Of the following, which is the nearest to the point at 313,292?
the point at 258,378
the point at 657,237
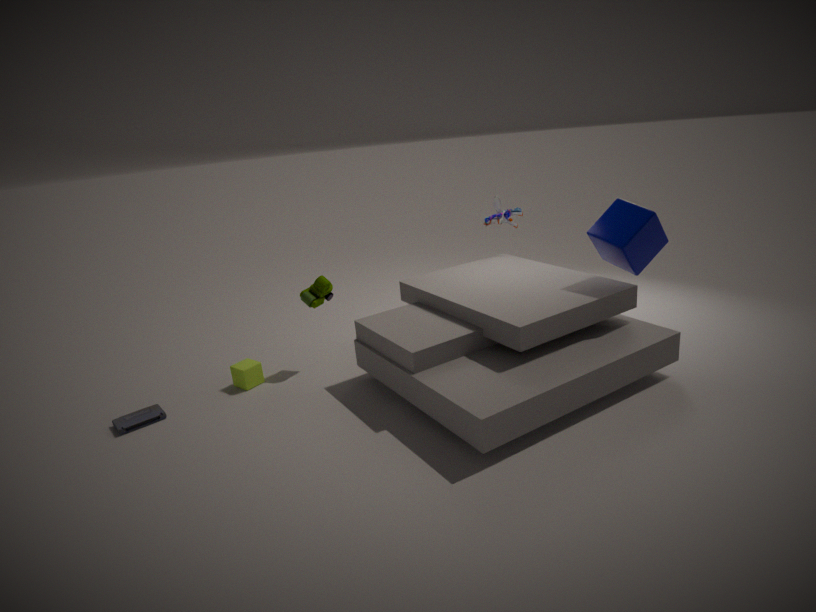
the point at 258,378
